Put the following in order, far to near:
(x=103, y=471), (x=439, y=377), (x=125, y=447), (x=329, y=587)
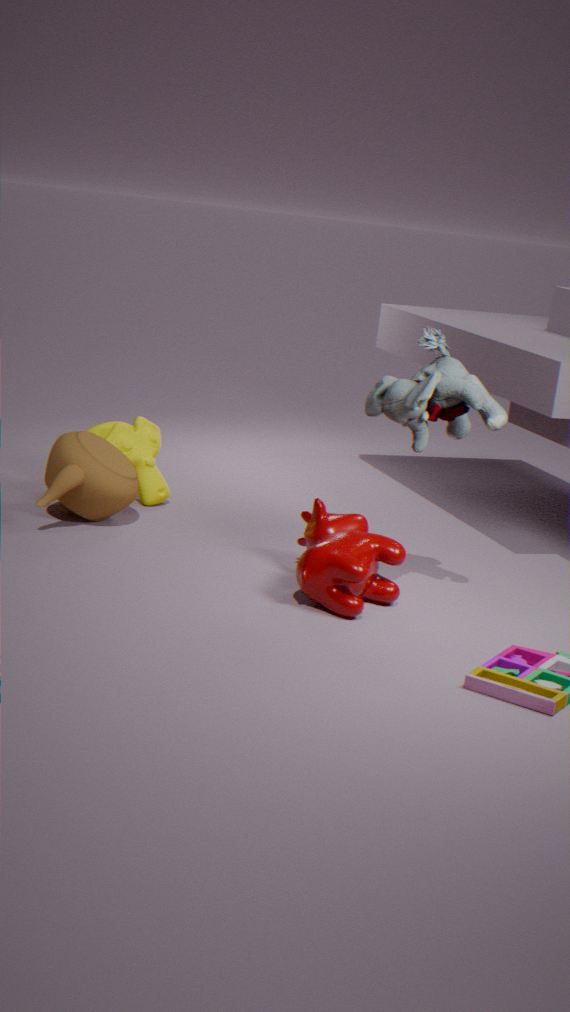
1. (x=125, y=447)
2. (x=103, y=471)
3. (x=439, y=377)
4. (x=329, y=587)
